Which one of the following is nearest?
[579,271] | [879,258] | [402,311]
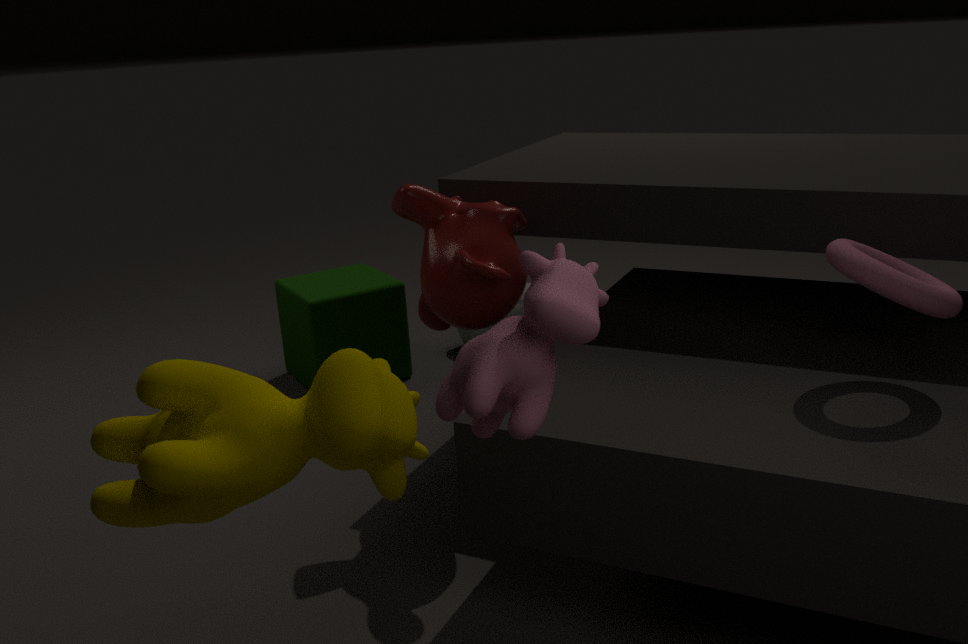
[579,271]
